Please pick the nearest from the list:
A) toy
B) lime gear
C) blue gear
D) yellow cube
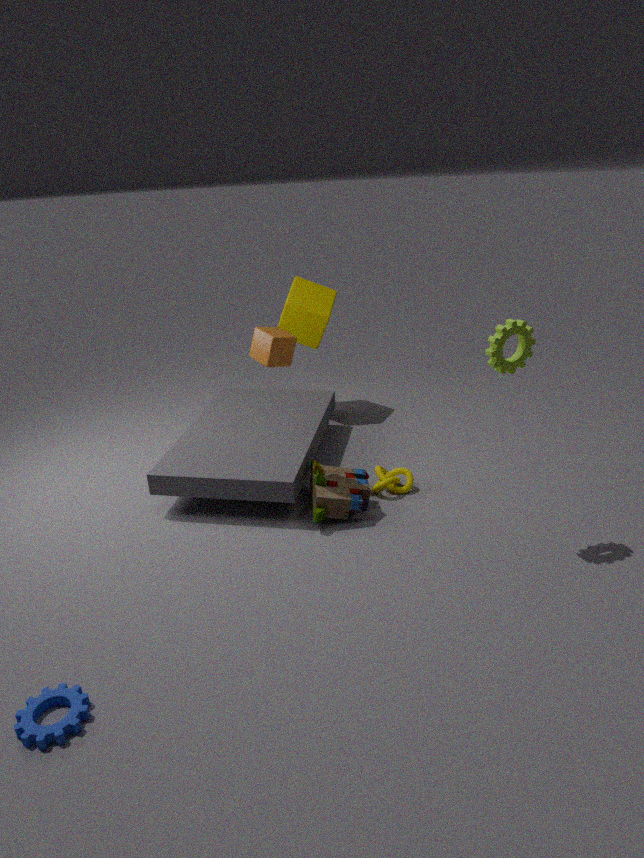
blue gear
